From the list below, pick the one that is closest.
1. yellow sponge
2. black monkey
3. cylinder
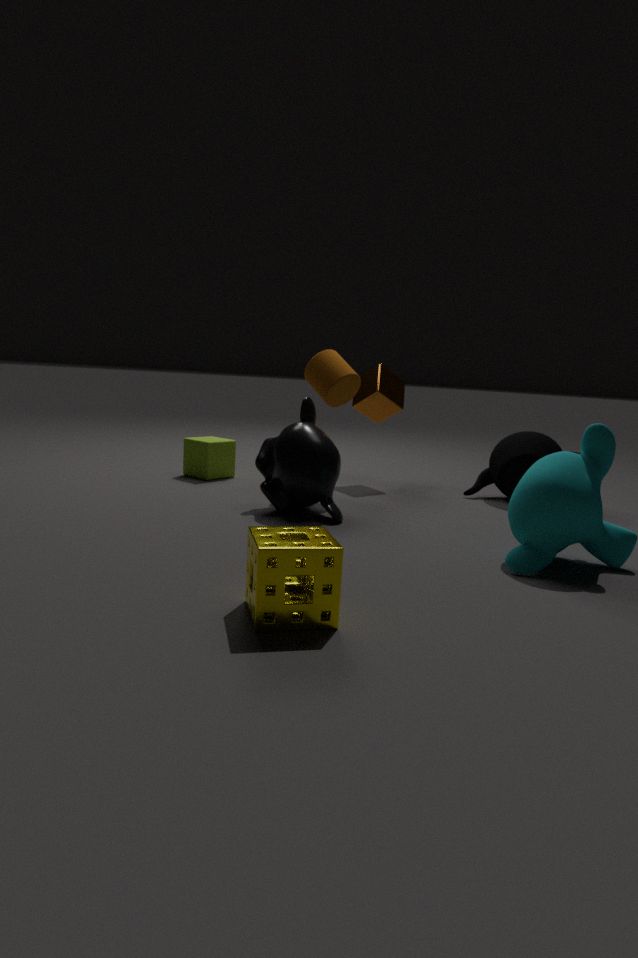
yellow sponge
